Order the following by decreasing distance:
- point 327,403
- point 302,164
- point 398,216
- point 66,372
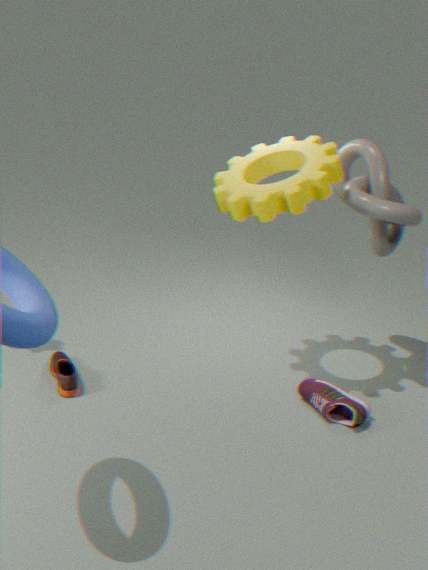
point 66,372, point 302,164, point 327,403, point 398,216
